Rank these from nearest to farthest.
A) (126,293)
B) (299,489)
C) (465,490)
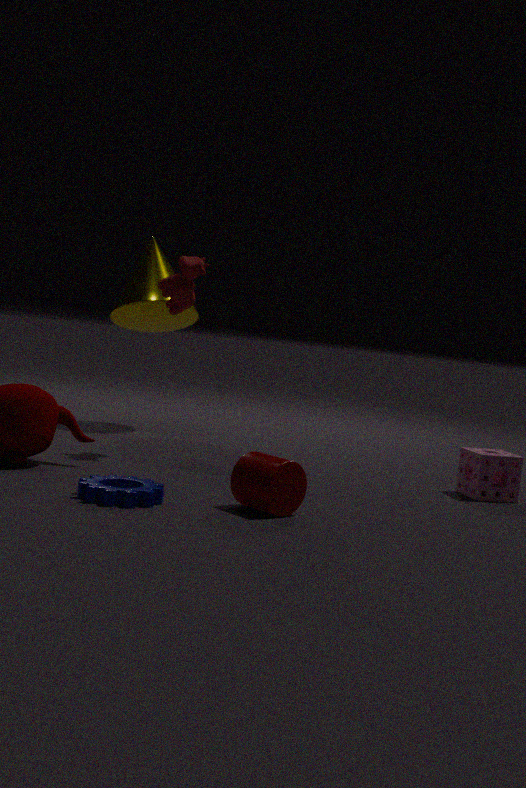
(299,489)
(465,490)
(126,293)
